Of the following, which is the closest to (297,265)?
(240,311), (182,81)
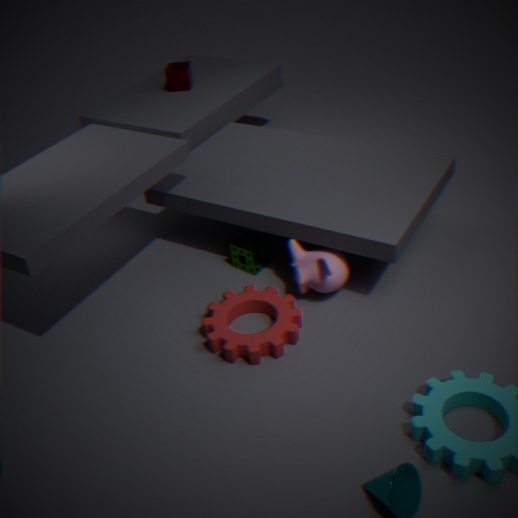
(240,311)
